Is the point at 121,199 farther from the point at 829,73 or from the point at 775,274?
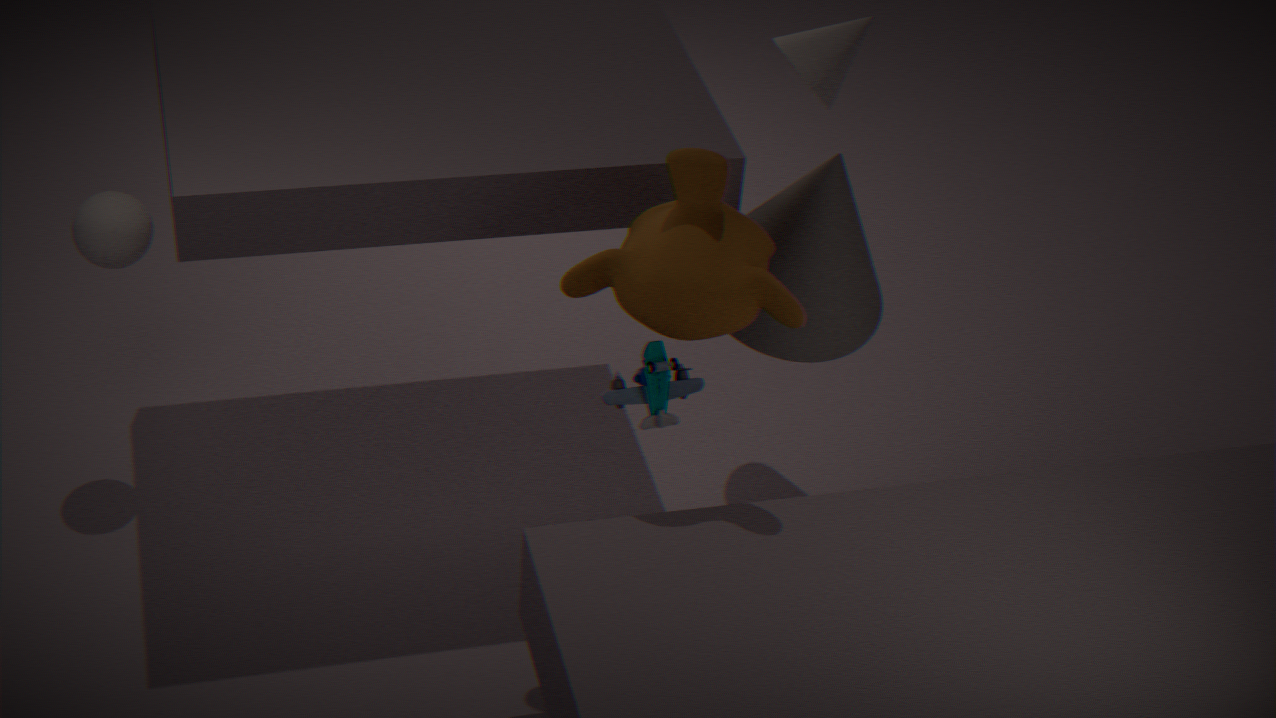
the point at 829,73
